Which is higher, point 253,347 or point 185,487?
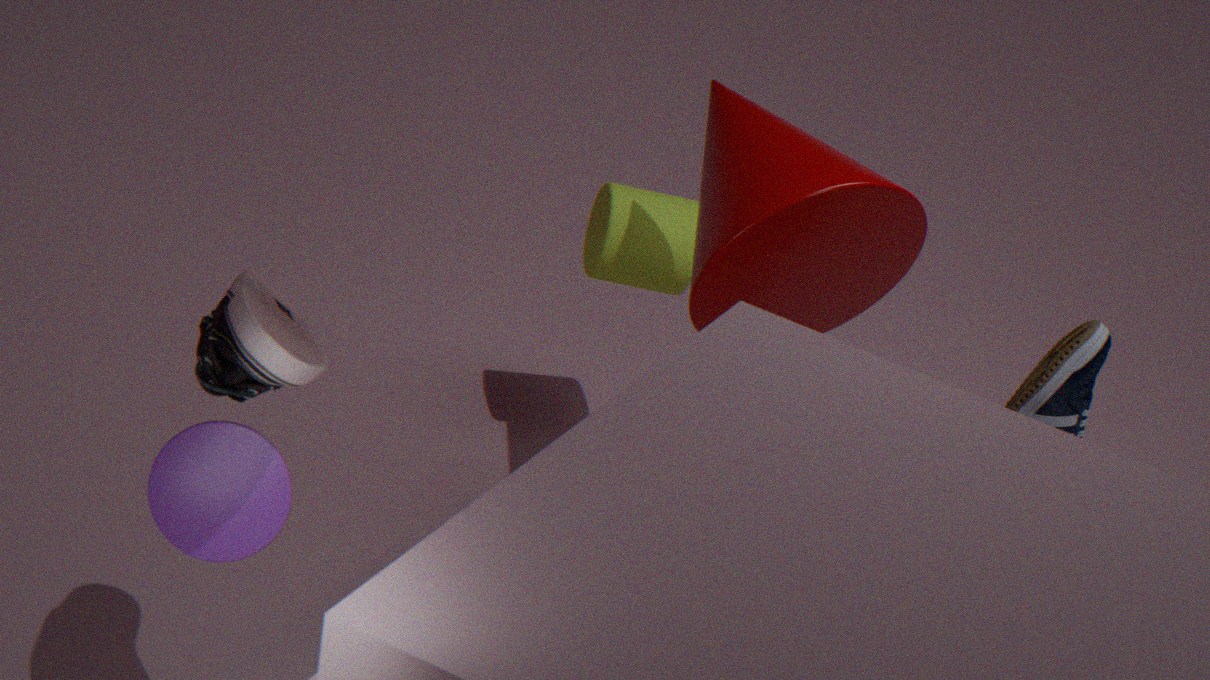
point 253,347
